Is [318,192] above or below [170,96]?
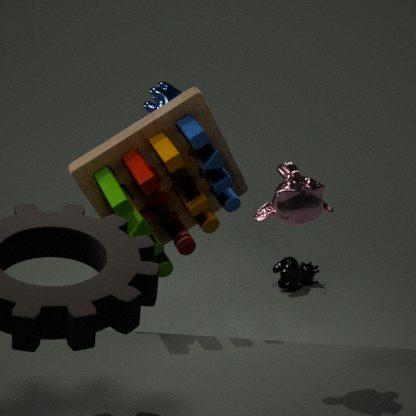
below
